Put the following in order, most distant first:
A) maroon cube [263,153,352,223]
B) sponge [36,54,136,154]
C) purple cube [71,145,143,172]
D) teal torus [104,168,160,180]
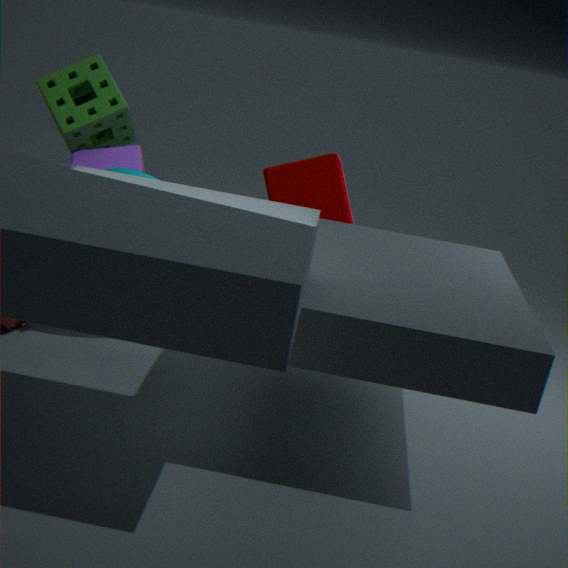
sponge [36,54,136,154], purple cube [71,145,143,172], maroon cube [263,153,352,223], teal torus [104,168,160,180]
